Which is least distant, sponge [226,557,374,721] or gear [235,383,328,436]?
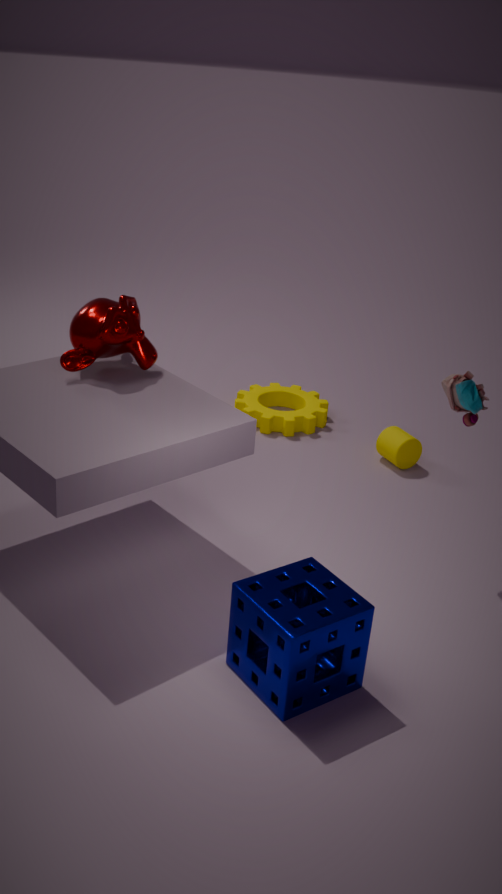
sponge [226,557,374,721]
